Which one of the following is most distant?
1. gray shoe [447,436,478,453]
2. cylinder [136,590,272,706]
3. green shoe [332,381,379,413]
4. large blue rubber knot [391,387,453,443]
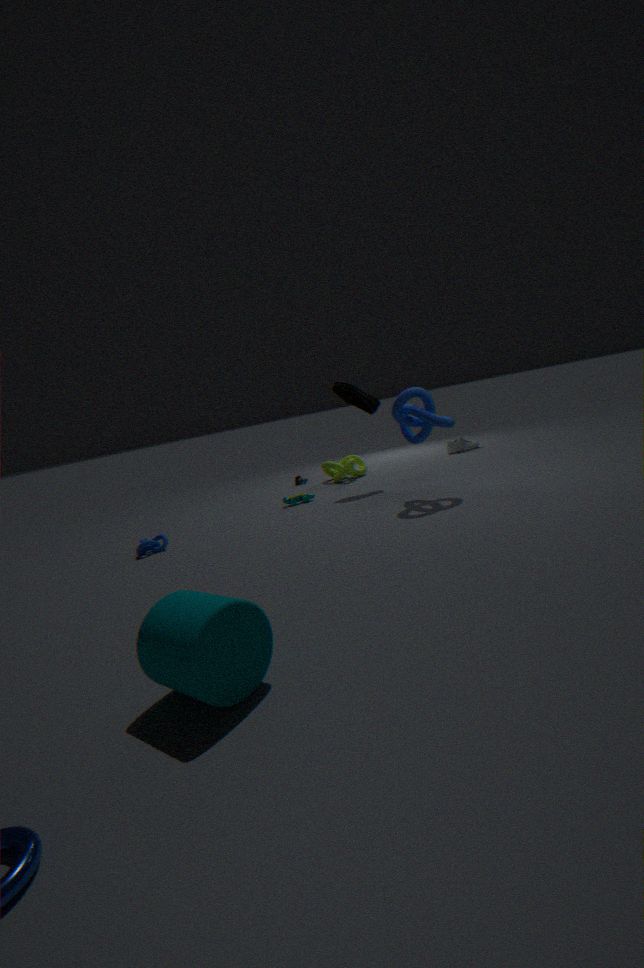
gray shoe [447,436,478,453]
